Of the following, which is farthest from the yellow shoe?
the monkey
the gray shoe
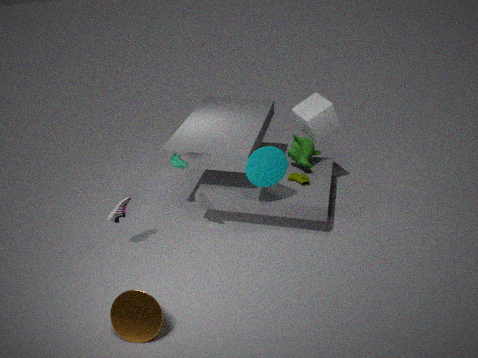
the gray shoe
